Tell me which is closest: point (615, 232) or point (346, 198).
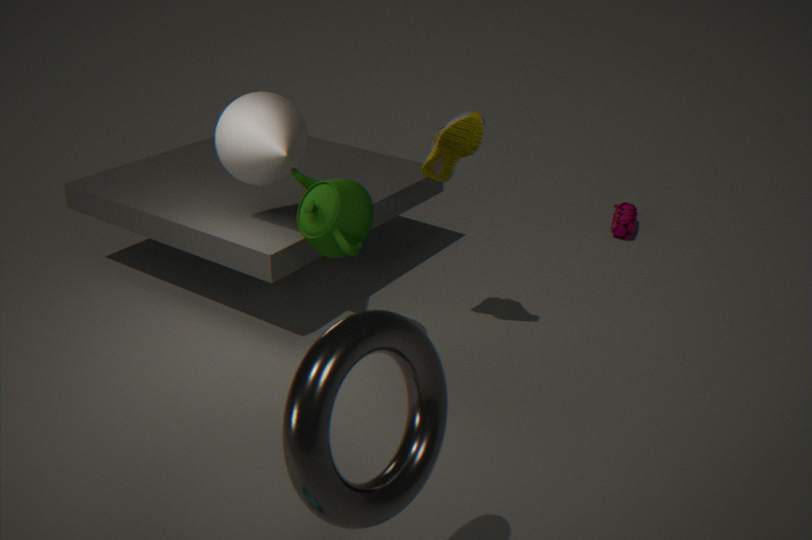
point (346, 198)
